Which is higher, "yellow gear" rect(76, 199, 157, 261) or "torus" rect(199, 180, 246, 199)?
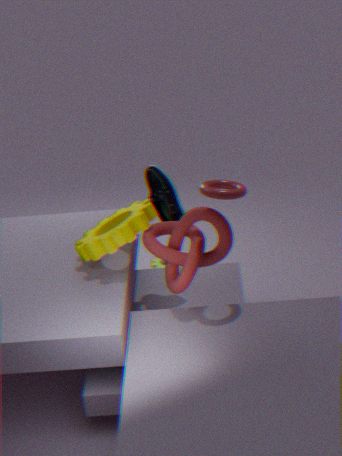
"torus" rect(199, 180, 246, 199)
